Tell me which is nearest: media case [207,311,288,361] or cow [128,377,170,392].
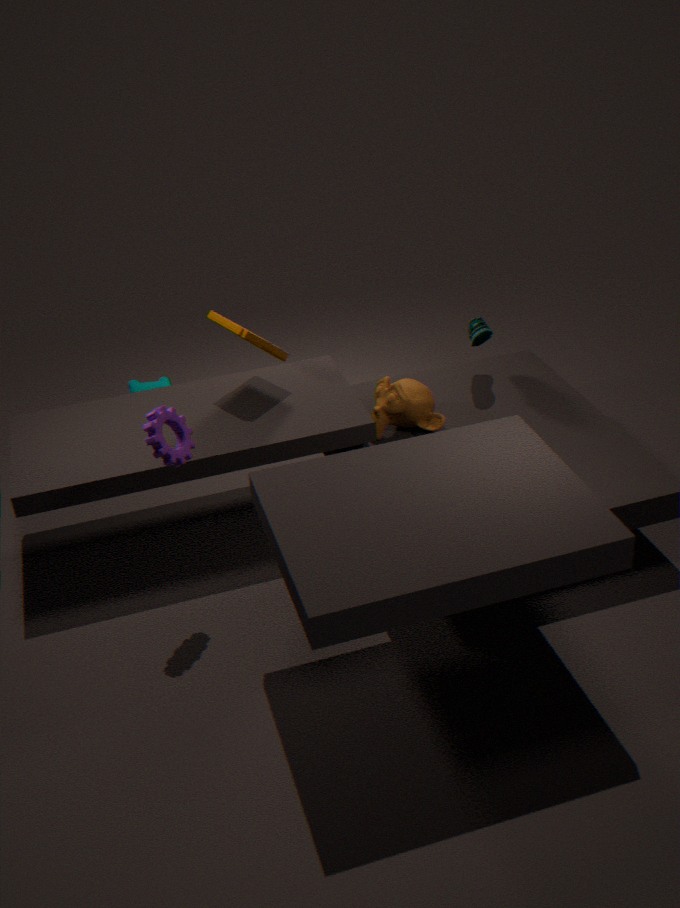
media case [207,311,288,361]
